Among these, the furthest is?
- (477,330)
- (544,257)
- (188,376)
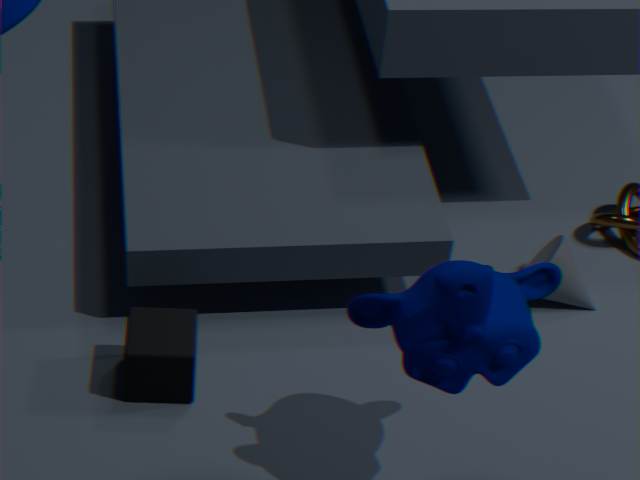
(544,257)
